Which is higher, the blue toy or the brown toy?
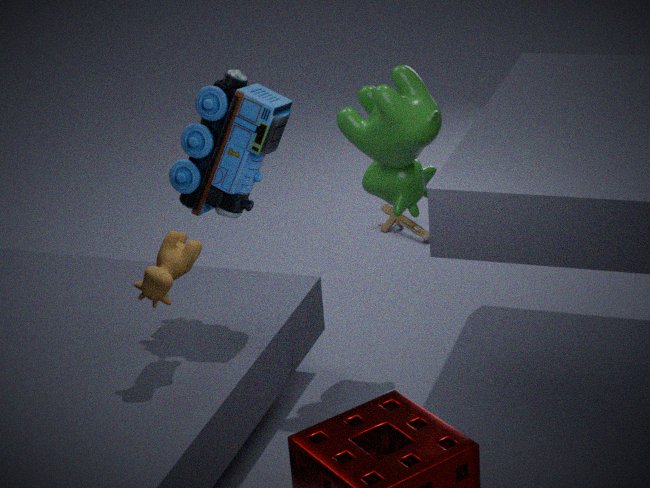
the blue toy
